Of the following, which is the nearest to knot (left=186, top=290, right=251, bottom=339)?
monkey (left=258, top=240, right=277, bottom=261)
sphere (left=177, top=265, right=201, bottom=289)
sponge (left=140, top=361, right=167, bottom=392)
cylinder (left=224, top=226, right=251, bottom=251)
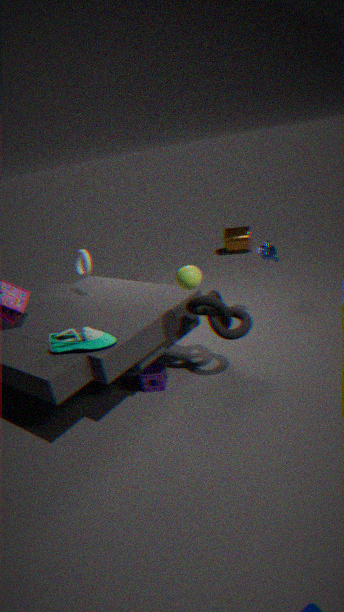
sphere (left=177, top=265, right=201, bottom=289)
